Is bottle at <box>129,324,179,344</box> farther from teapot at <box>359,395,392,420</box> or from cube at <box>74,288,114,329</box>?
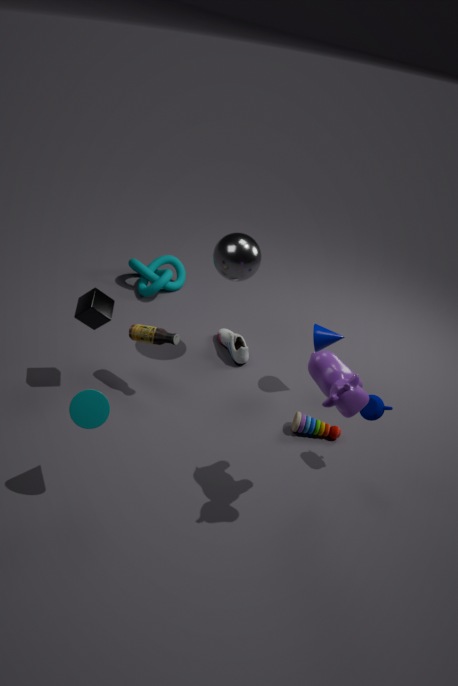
teapot at <box>359,395,392,420</box>
